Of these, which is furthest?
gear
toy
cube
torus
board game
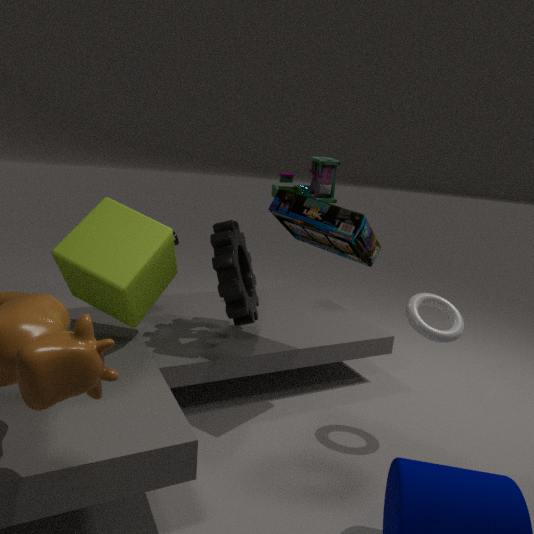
toy
